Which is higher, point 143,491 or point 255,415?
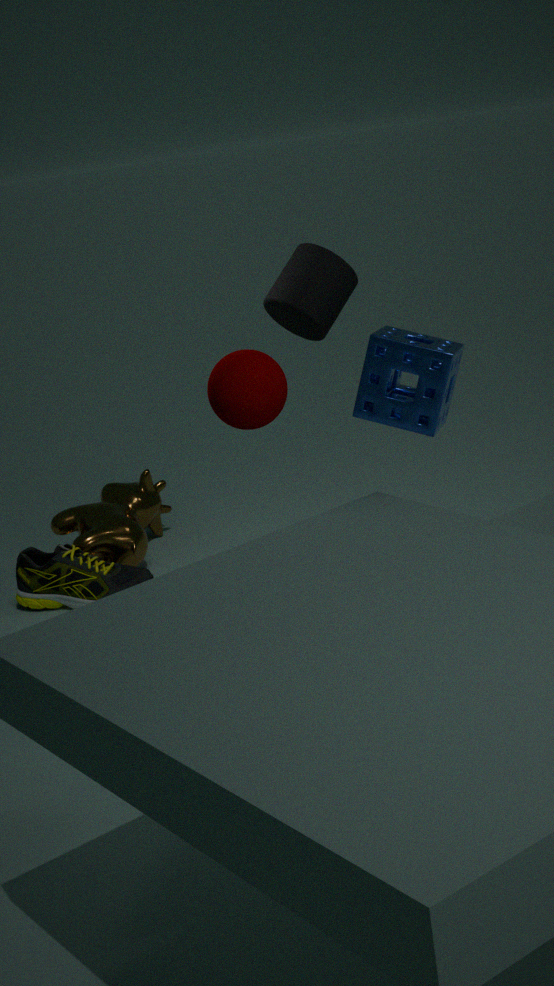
point 255,415
